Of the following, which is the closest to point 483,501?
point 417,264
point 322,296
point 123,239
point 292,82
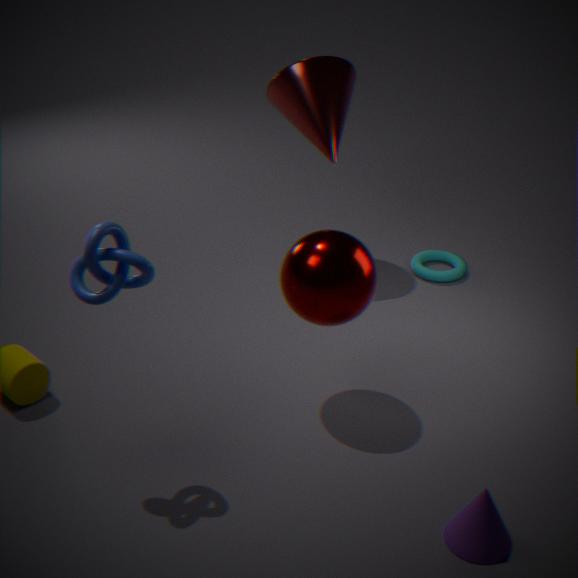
point 322,296
